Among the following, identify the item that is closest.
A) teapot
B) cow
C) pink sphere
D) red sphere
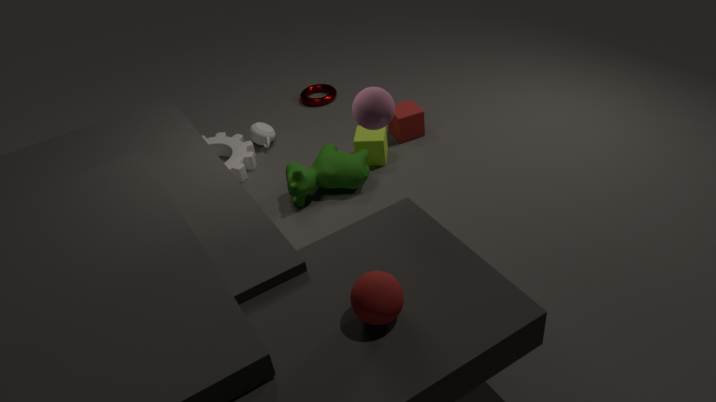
red sphere
